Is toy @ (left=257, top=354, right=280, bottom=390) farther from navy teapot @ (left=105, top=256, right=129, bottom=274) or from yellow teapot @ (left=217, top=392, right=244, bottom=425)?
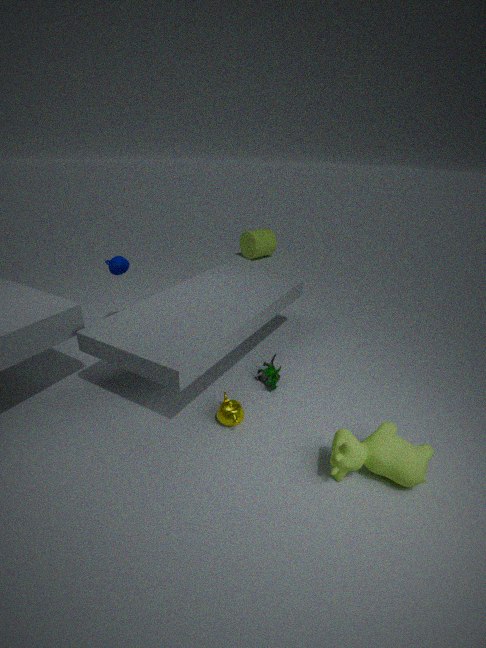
navy teapot @ (left=105, top=256, right=129, bottom=274)
